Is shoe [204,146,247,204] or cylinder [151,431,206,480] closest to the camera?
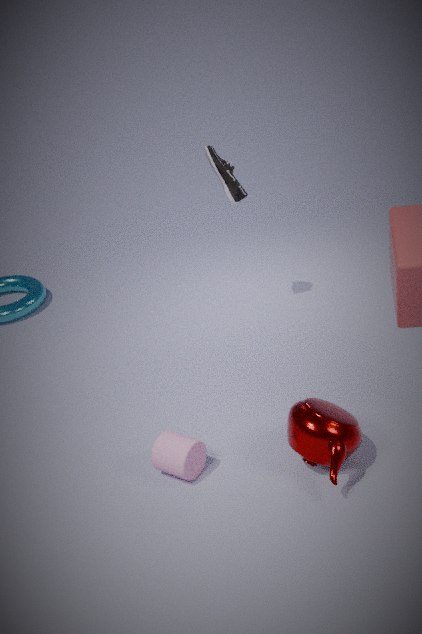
cylinder [151,431,206,480]
